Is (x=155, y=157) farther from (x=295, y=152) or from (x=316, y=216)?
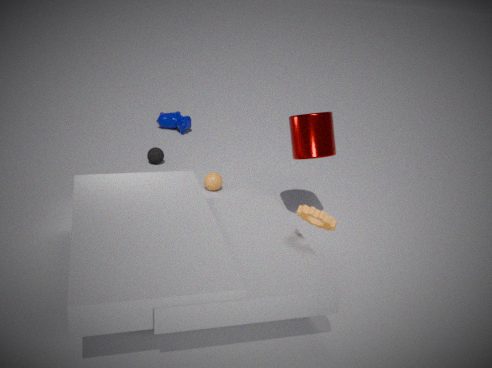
(x=316, y=216)
